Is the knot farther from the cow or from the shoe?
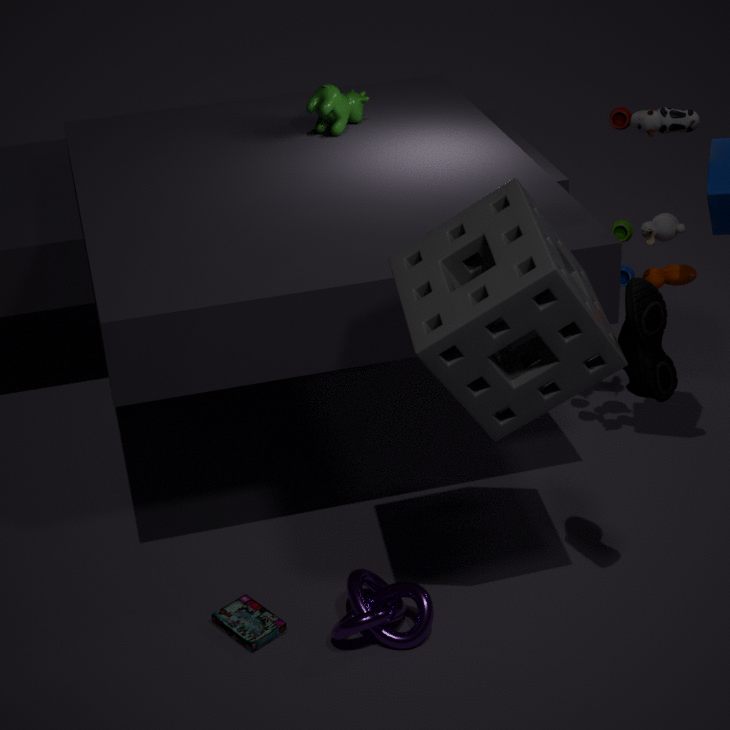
the cow
